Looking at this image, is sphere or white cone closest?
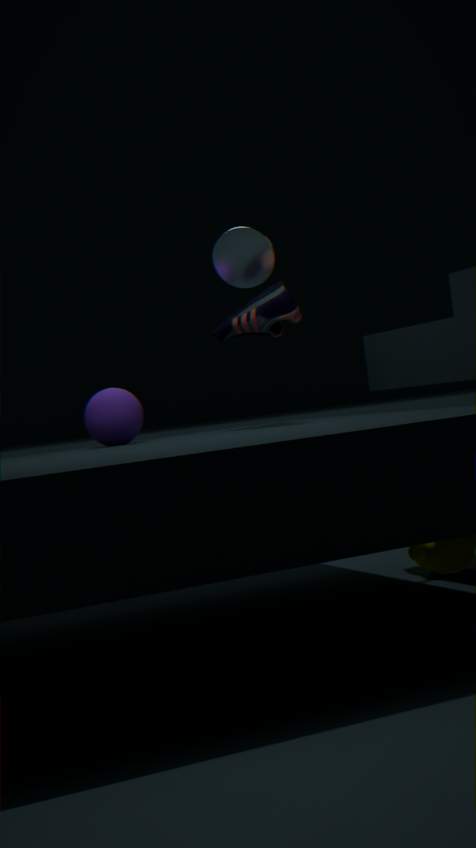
sphere
